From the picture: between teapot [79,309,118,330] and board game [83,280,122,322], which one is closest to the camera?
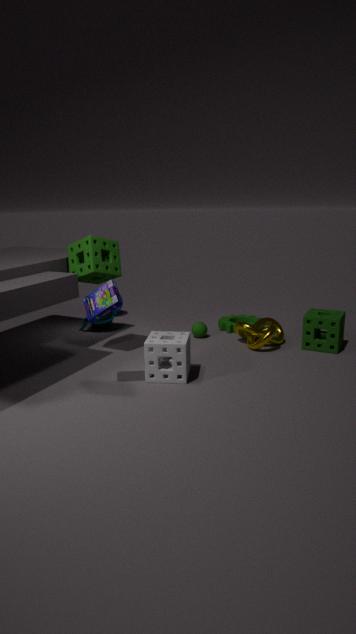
board game [83,280,122,322]
